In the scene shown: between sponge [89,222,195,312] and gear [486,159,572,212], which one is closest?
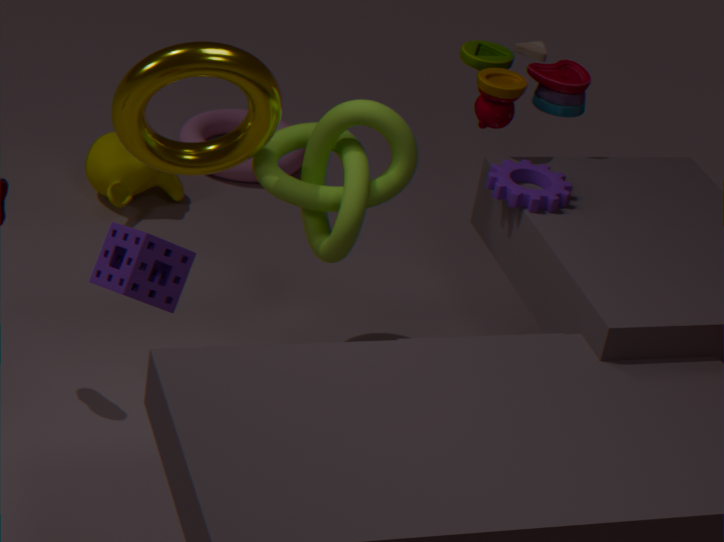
sponge [89,222,195,312]
